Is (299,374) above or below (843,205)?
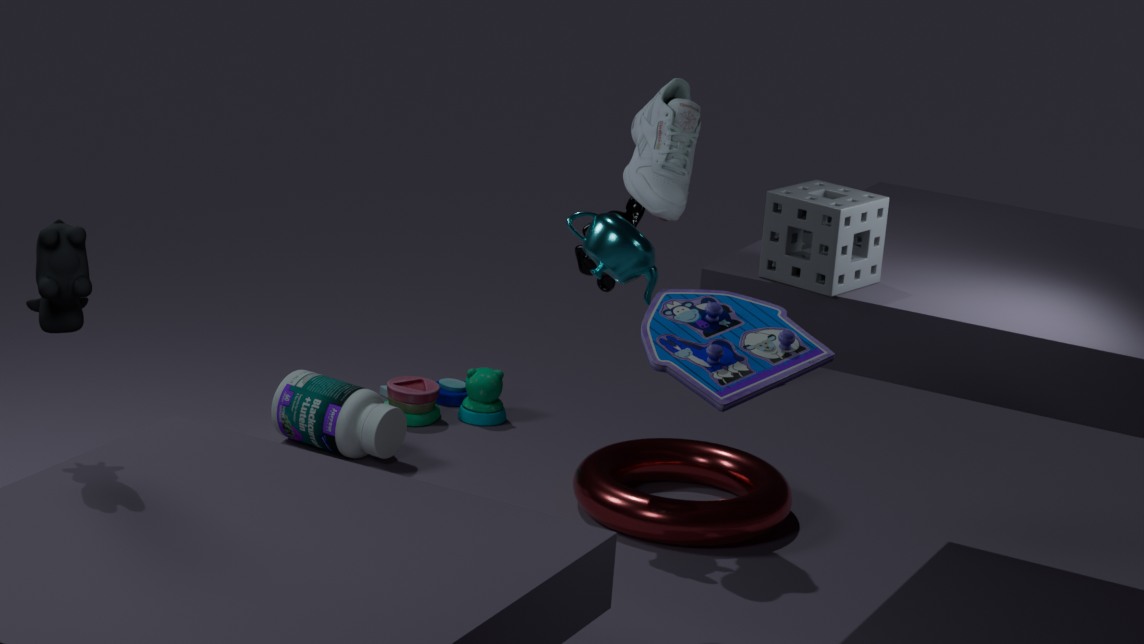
below
